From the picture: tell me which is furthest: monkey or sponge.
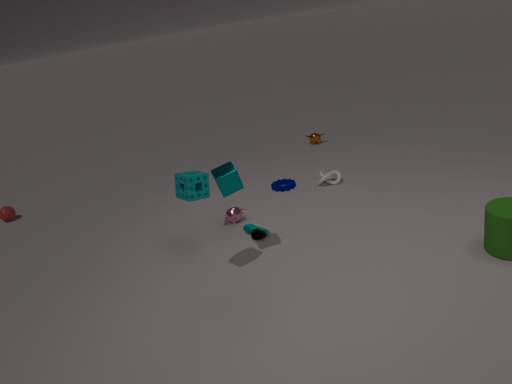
monkey
